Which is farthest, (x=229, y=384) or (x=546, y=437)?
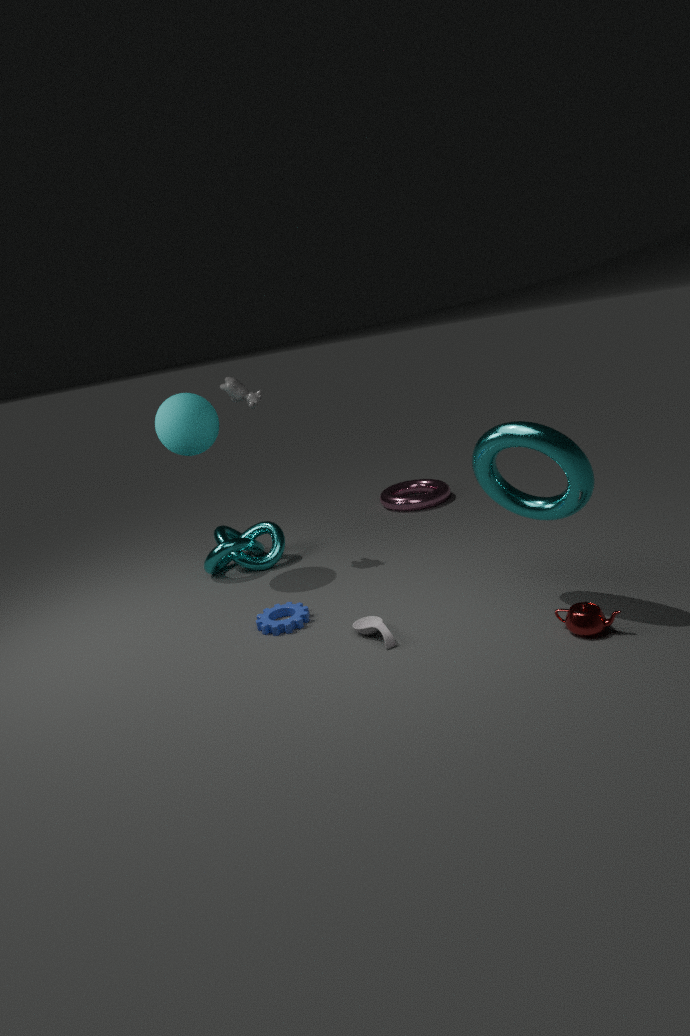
(x=229, y=384)
